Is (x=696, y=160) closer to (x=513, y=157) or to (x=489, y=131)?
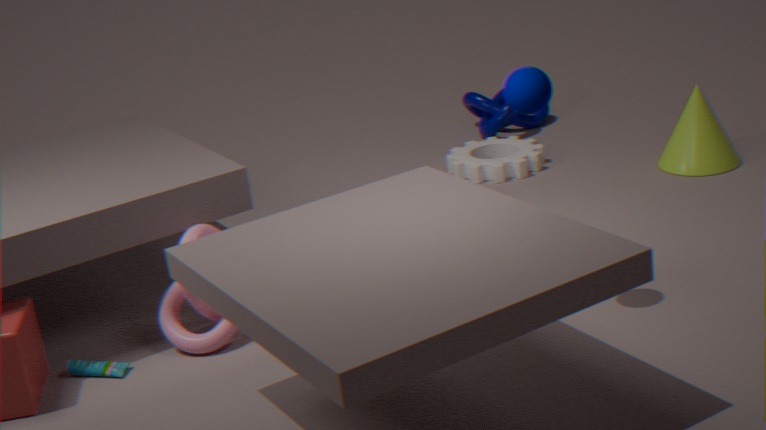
(x=513, y=157)
